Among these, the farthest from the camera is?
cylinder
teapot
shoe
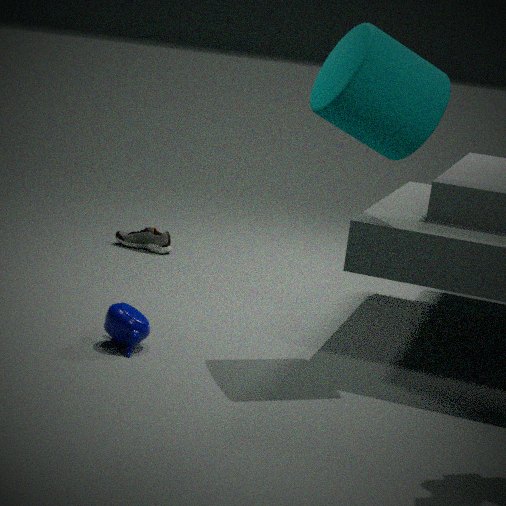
shoe
